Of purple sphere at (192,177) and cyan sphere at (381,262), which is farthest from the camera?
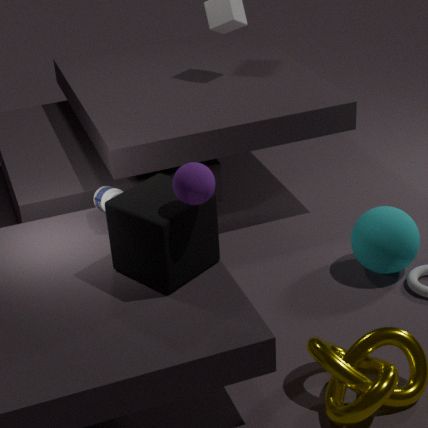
cyan sphere at (381,262)
